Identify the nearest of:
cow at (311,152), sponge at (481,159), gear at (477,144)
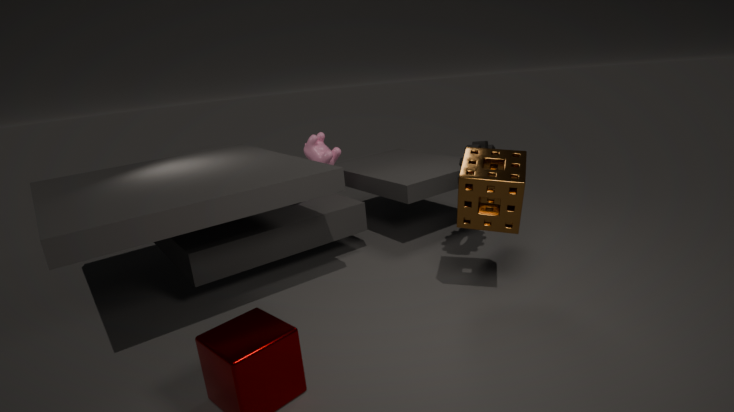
sponge at (481,159)
